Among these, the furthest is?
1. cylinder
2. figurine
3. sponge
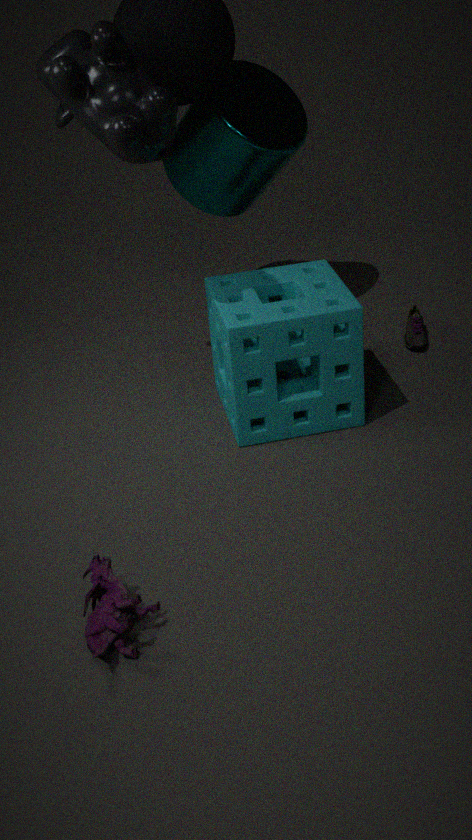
cylinder
